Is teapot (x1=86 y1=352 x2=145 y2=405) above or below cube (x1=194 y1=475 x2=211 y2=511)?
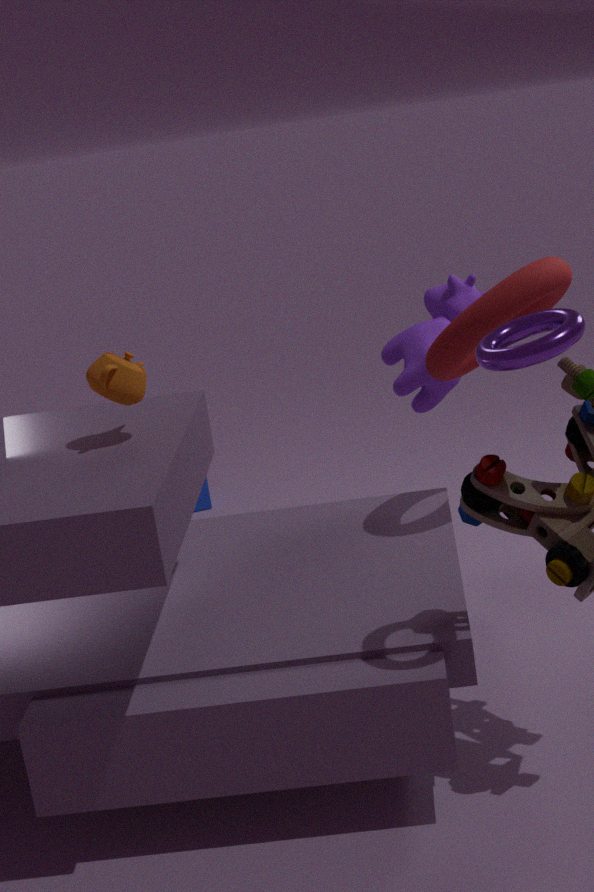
above
